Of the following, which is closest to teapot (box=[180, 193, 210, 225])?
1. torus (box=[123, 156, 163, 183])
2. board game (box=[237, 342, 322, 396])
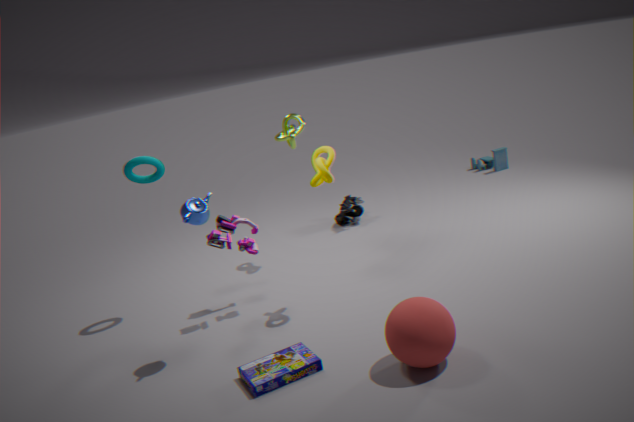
torus (box=[123, 156, 163, 183])
